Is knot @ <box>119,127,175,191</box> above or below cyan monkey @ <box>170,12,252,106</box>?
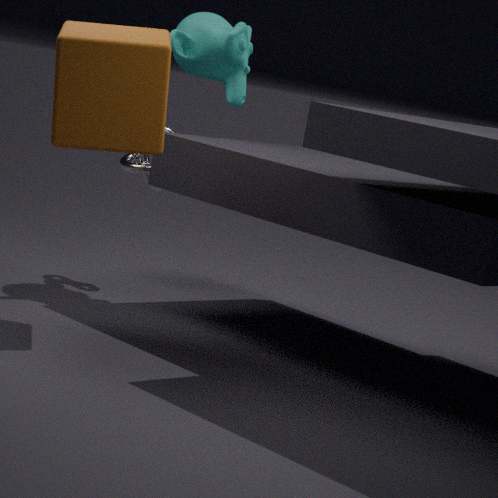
below
